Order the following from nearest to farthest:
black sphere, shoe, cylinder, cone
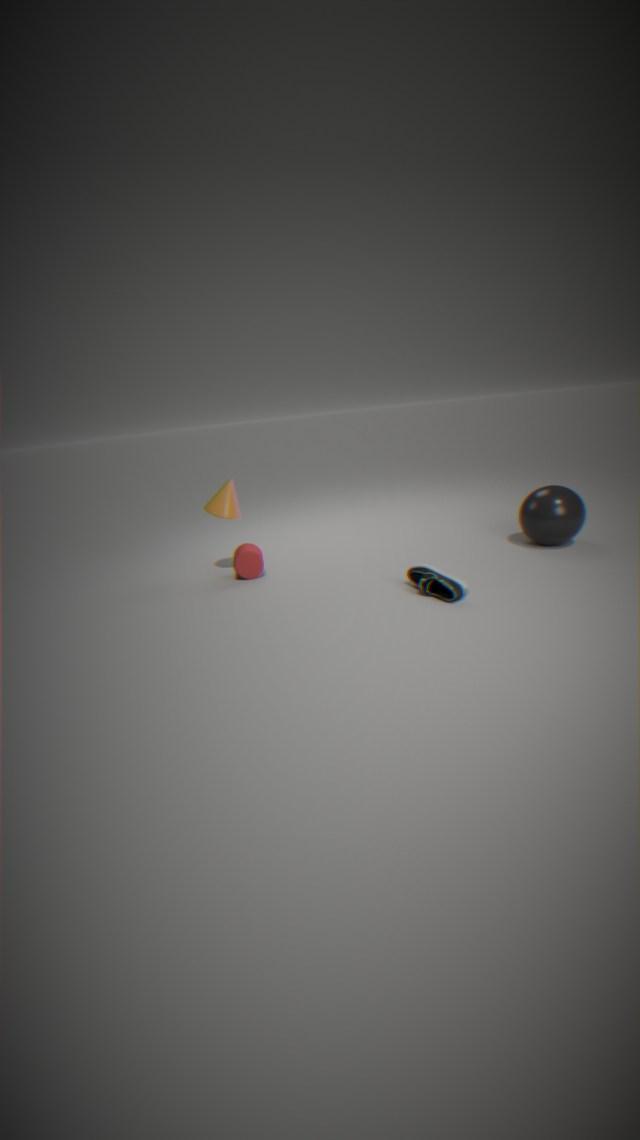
shoe < black sphere < cylinder < cone
